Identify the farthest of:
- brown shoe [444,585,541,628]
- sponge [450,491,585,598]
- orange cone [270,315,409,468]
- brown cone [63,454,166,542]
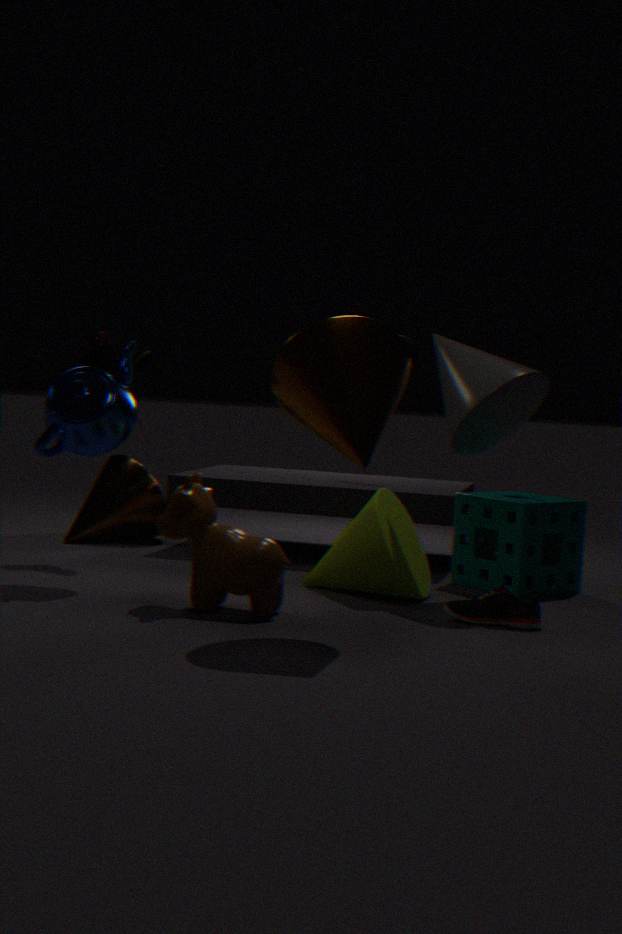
brown cone [63,454,166,542]
